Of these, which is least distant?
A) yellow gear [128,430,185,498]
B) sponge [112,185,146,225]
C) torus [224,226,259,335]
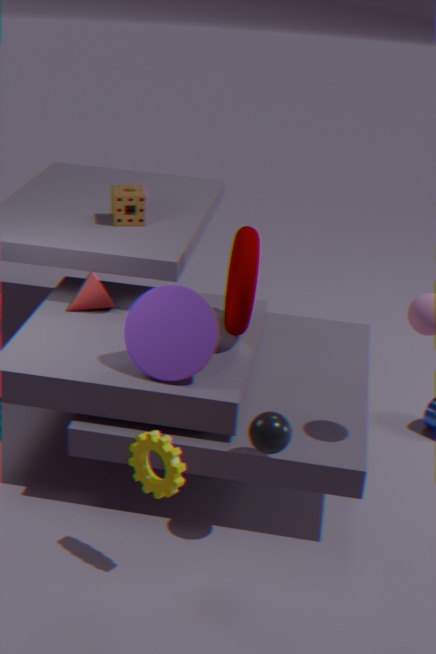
yellow gear [128,430,185,498]
